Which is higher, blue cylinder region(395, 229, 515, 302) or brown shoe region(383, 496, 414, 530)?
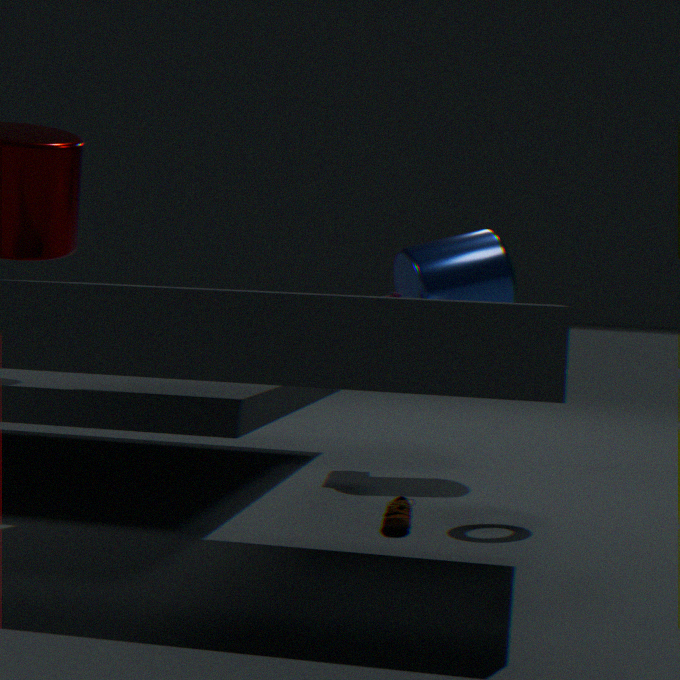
blue cylinder region(395, 229, 515, 302)
